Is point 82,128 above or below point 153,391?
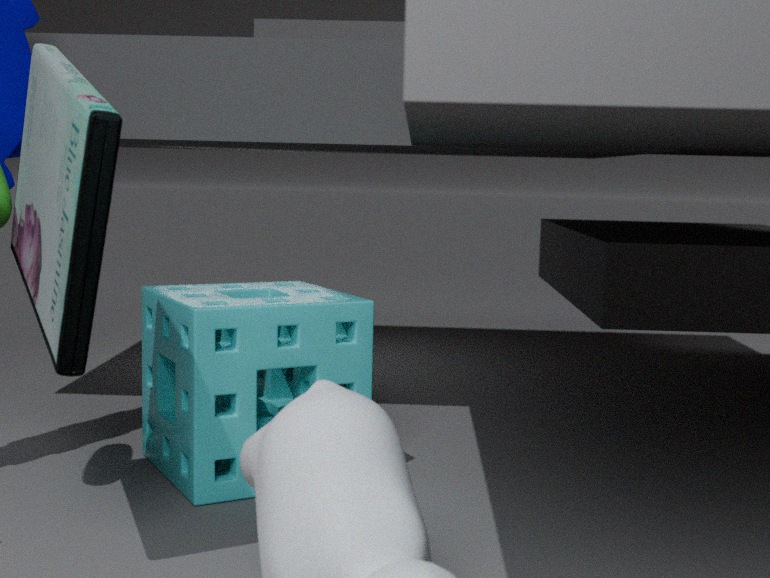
above
